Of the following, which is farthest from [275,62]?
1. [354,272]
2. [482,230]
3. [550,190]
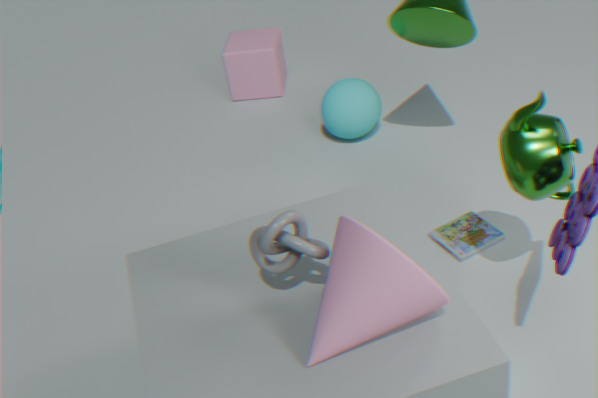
[354,272]
